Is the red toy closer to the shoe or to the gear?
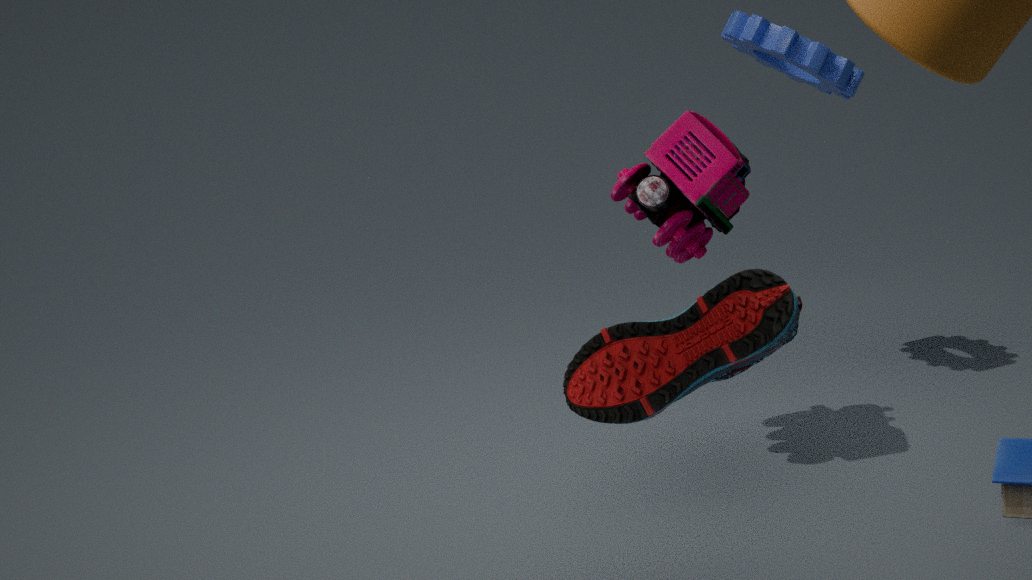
the gear
